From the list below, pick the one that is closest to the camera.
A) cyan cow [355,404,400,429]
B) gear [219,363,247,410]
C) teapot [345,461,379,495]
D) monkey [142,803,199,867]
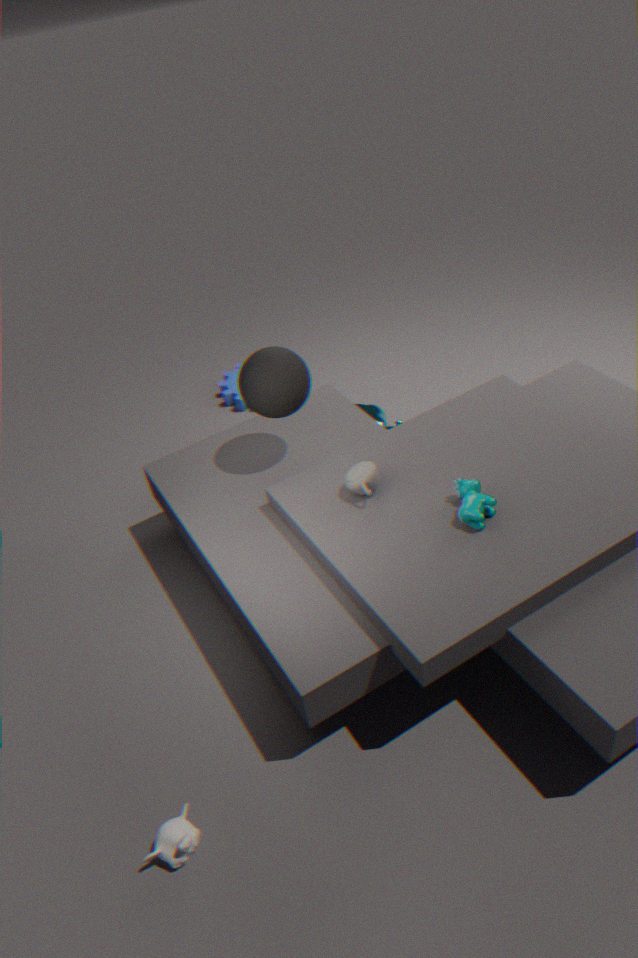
monkey [142,803,199,867]
